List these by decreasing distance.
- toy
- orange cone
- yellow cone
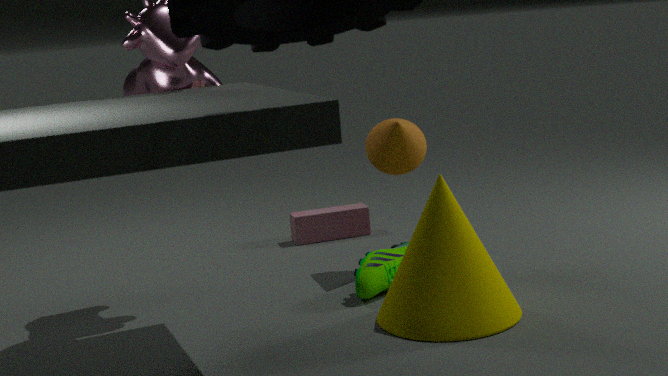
toy, orange cone, yellow cone
